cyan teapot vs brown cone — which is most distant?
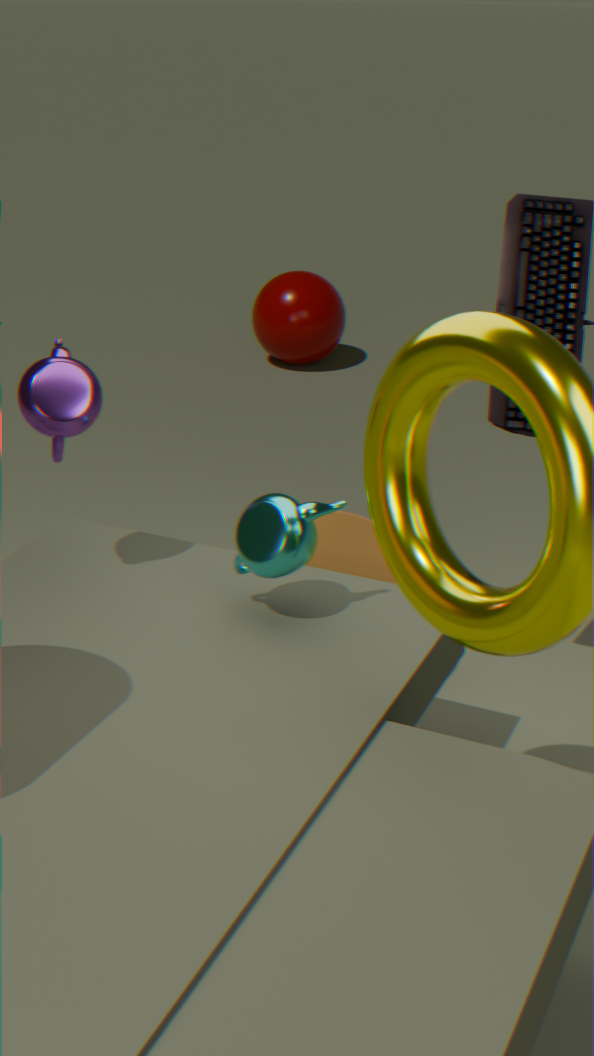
brown cone
